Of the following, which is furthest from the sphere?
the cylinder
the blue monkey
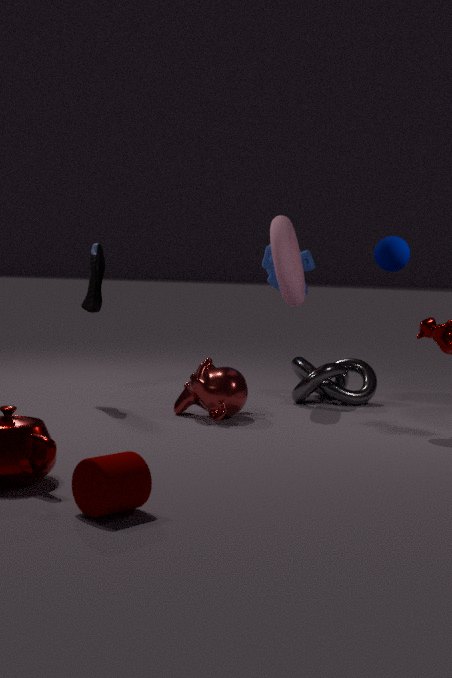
the cylinder
